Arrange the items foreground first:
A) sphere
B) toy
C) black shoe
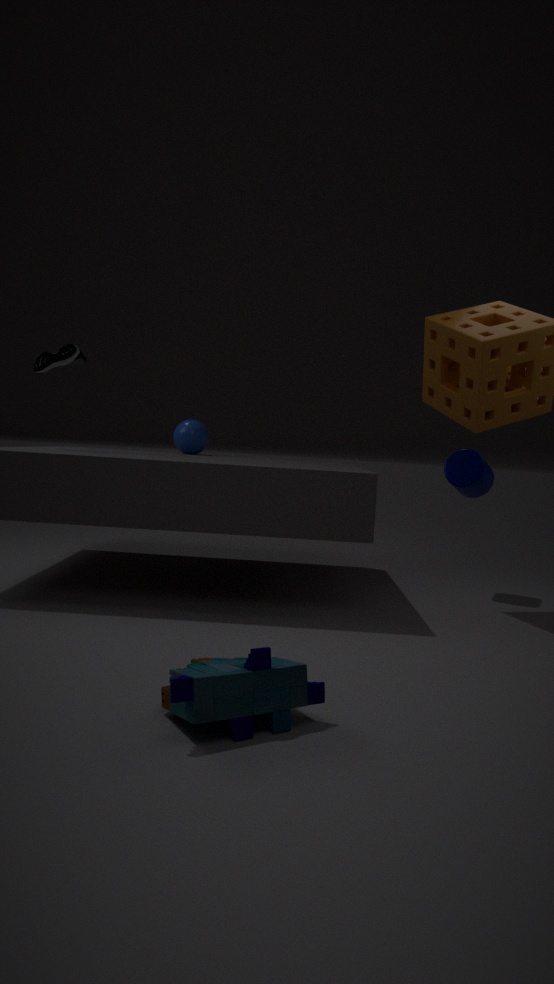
toy < black shoe < sphere
